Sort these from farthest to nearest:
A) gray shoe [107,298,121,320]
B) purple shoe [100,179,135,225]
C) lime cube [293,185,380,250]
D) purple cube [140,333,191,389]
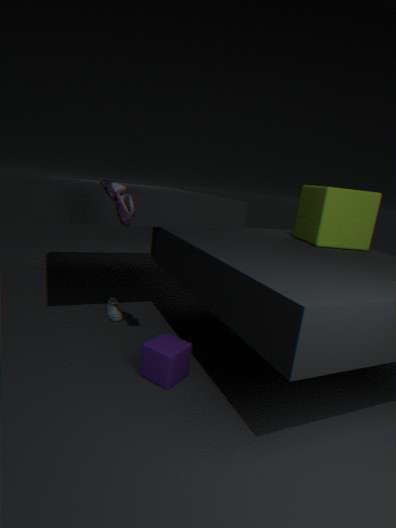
gray shoe [107,298,121,320] < lime cube [293,185,380,250] < purple shoe [100,179,135,225] < purple cube [140,333,191,389]
